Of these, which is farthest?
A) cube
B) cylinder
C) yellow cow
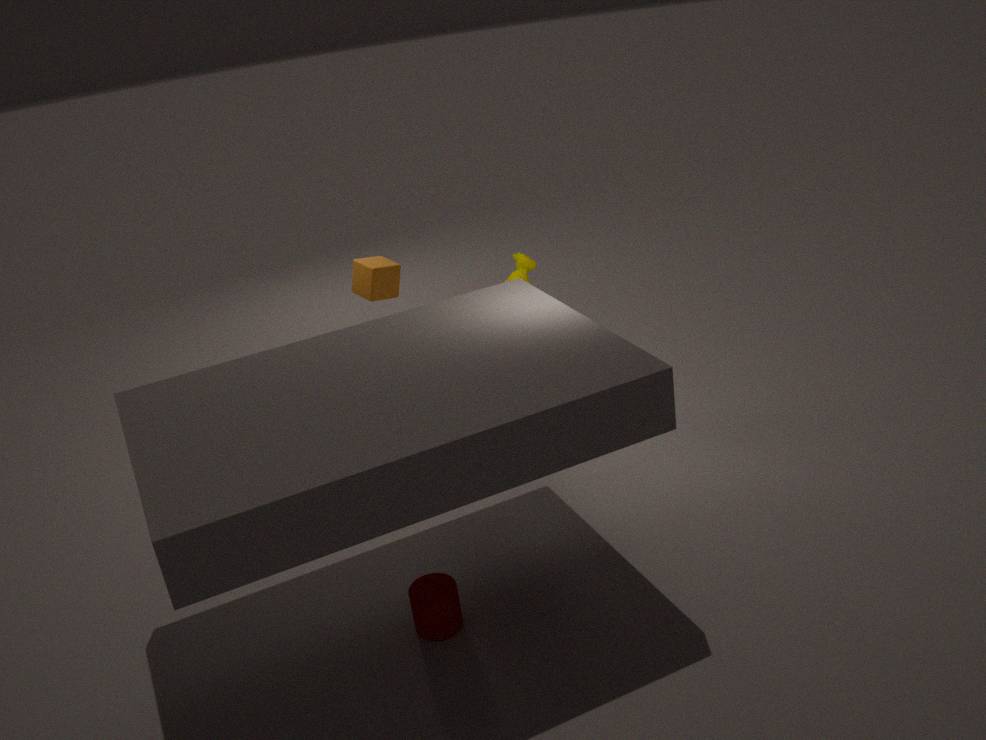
cube
